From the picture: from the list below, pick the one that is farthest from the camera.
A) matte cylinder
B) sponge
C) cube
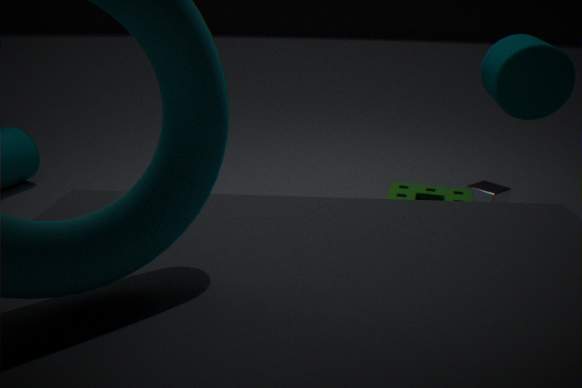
cube
